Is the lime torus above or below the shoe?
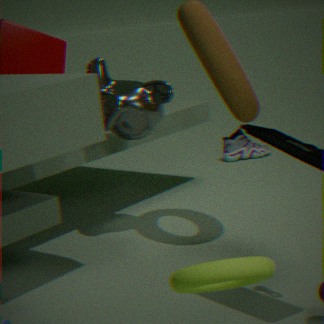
above
